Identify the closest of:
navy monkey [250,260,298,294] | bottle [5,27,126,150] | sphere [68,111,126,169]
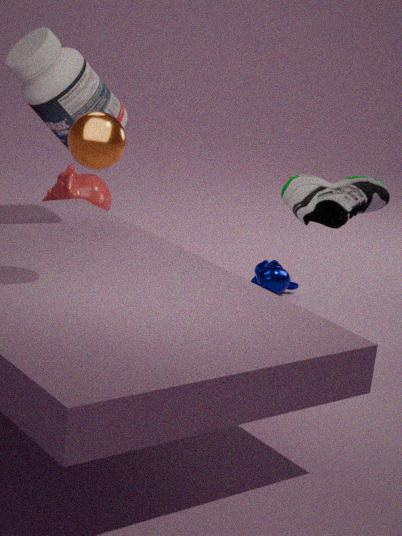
sphere [68,111,126,169]
